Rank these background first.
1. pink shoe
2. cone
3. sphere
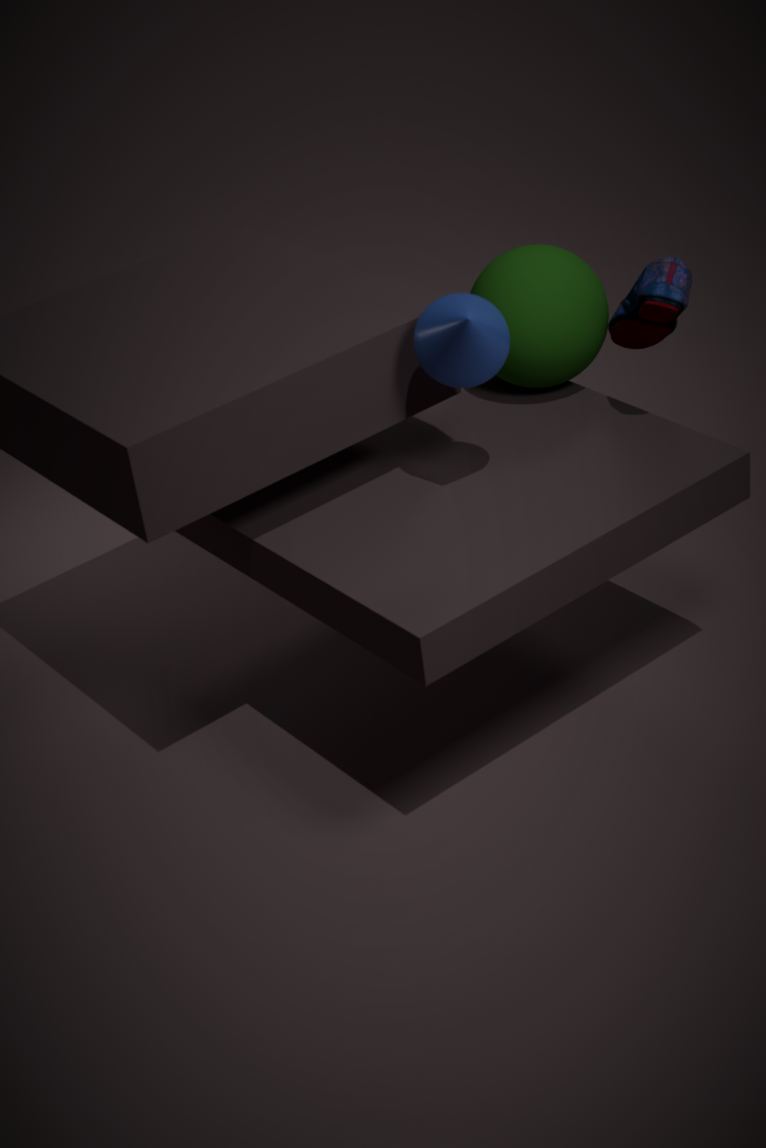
sphere, pink shoe, cone
